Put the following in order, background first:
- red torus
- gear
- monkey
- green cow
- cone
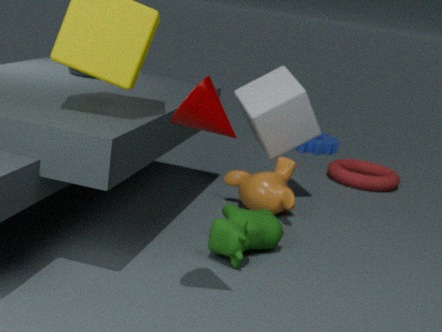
gear < red torus < monkey < green cow < cone
